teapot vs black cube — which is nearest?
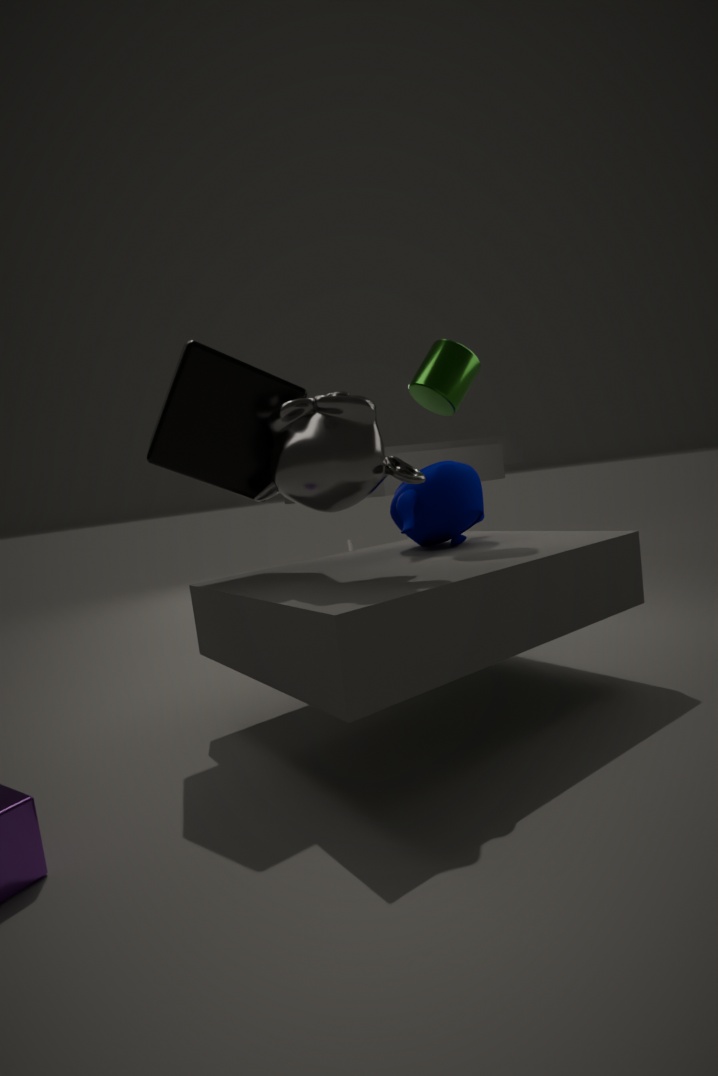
black cube
